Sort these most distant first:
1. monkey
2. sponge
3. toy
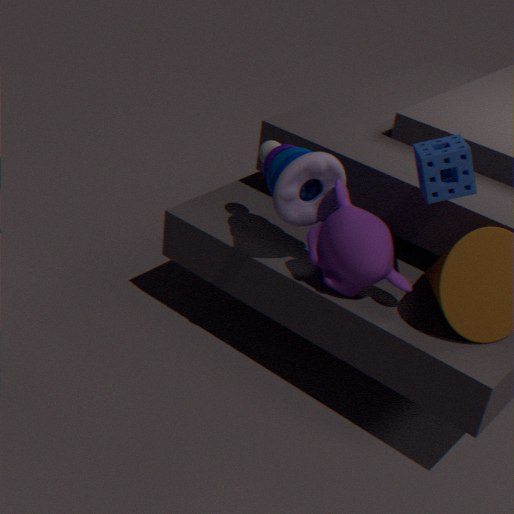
toy < monkey < sponge
